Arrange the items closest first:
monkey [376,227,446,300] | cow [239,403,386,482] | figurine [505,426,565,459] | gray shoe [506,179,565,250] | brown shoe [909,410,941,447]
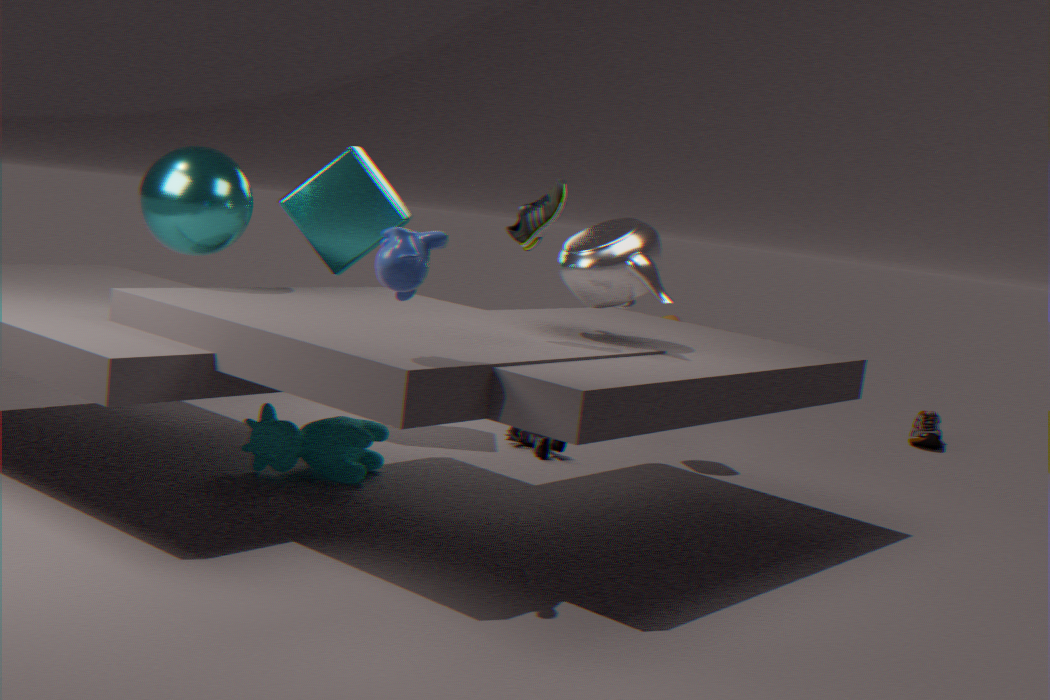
monkey [376,227,446,300]
gray shoe [506,179,565,250]
cow [239,403,386,482]
figurine [505,426,565,459]
brown shoe [909,410,941,447]
